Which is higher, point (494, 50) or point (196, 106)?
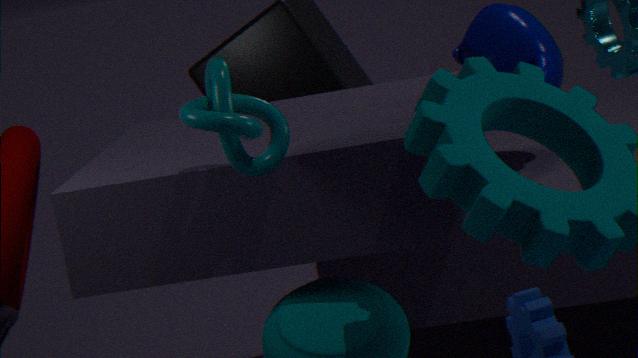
point (196, 106)
